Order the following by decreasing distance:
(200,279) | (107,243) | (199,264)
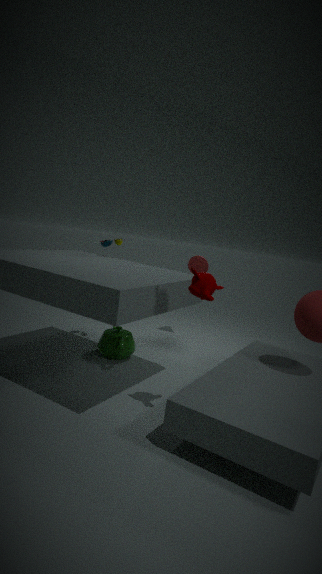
(199,264) < (107,243) < (200,279)
